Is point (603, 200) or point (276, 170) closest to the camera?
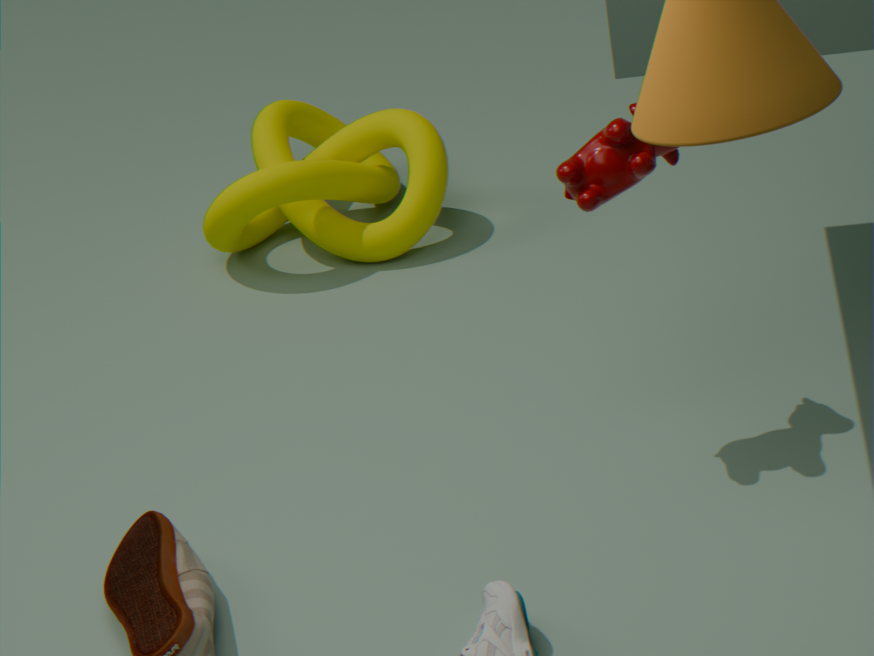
point (603, 200)
